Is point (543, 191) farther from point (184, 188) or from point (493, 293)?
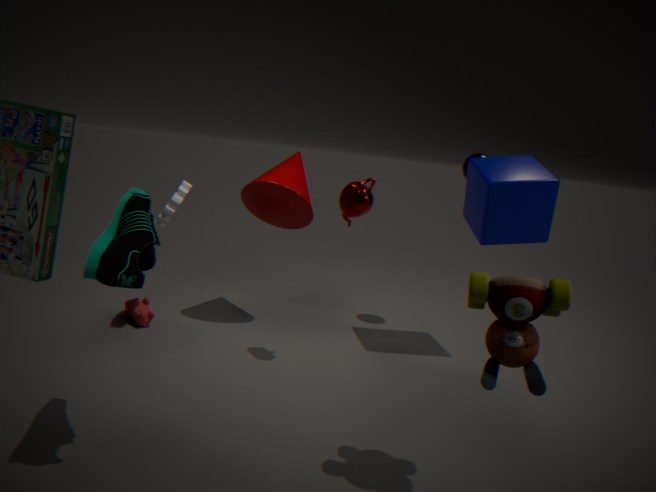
point (184, 188)
